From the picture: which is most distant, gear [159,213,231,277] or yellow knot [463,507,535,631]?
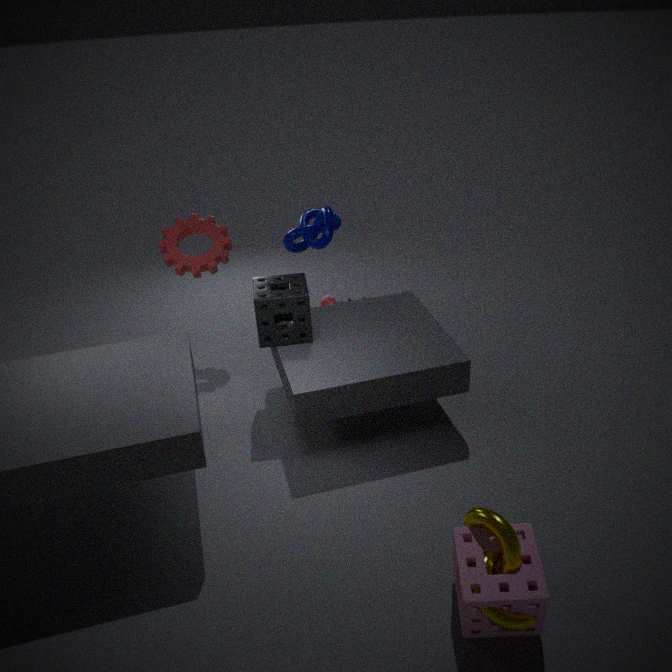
gear [159,213,231,277]
